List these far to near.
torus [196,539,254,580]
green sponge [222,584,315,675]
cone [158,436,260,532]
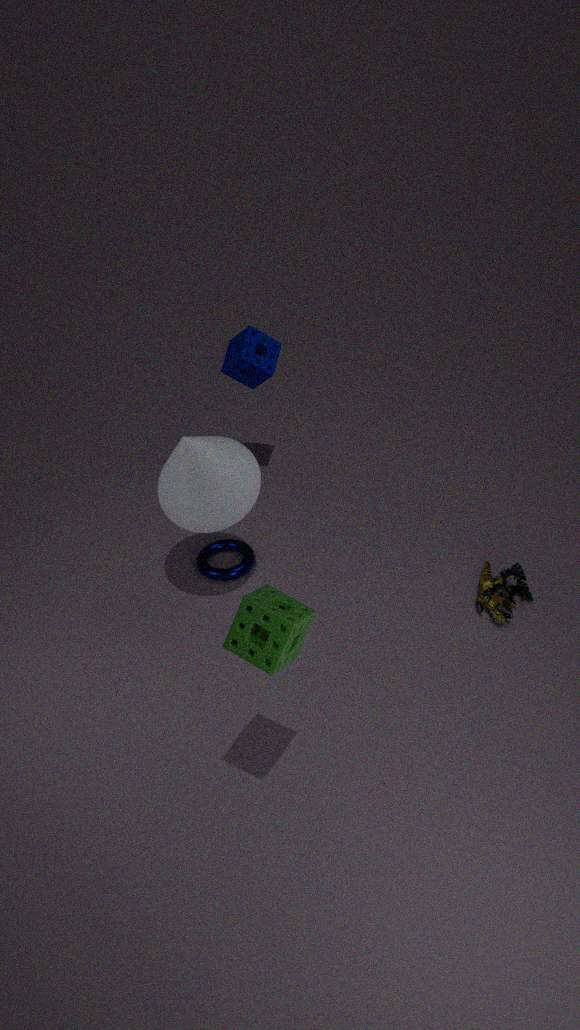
torus [196,539,254,580], cone [158,436,260,532], green sponge [222,584,315,675]
